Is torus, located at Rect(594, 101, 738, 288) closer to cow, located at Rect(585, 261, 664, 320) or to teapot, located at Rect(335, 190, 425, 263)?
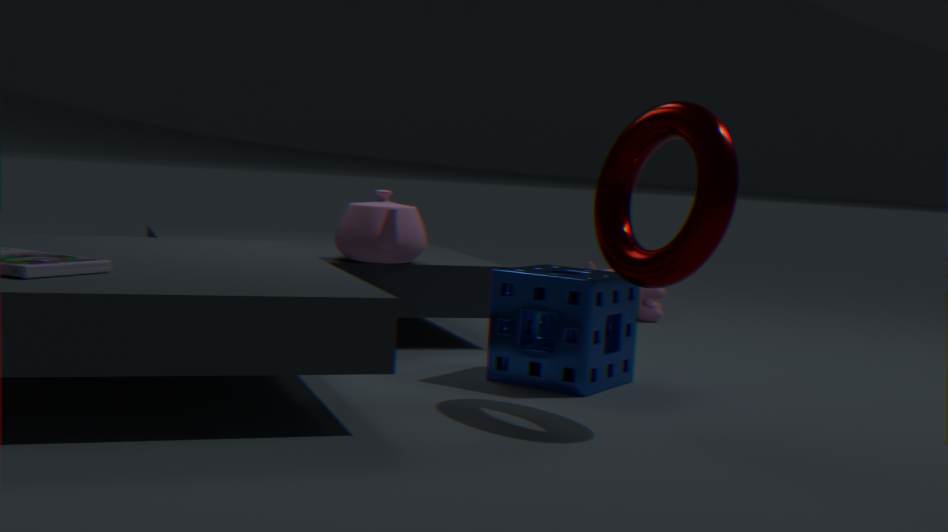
teapot, located at Rect(335, 190, 425, 263)
